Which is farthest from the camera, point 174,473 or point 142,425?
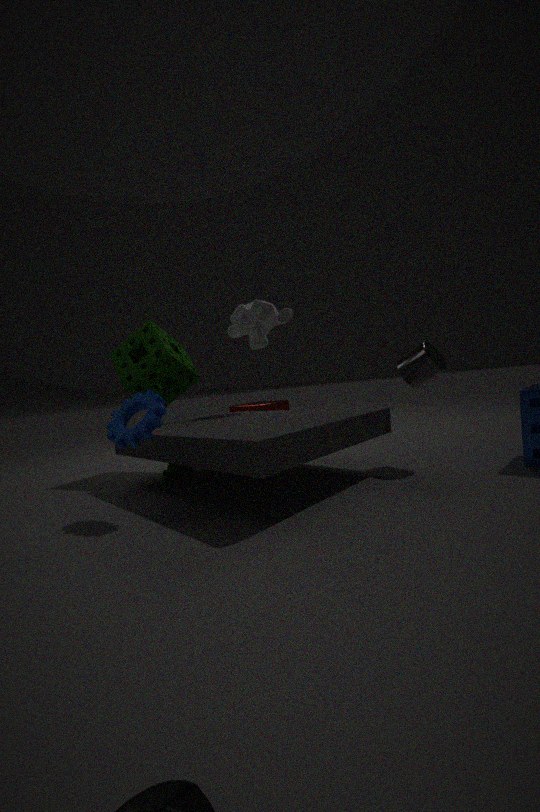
point 174,473
